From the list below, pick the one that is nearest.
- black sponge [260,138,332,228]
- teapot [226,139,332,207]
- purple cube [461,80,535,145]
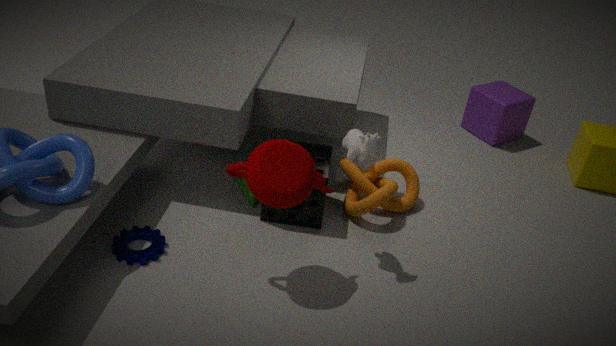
teapot [226,139,332,207]
